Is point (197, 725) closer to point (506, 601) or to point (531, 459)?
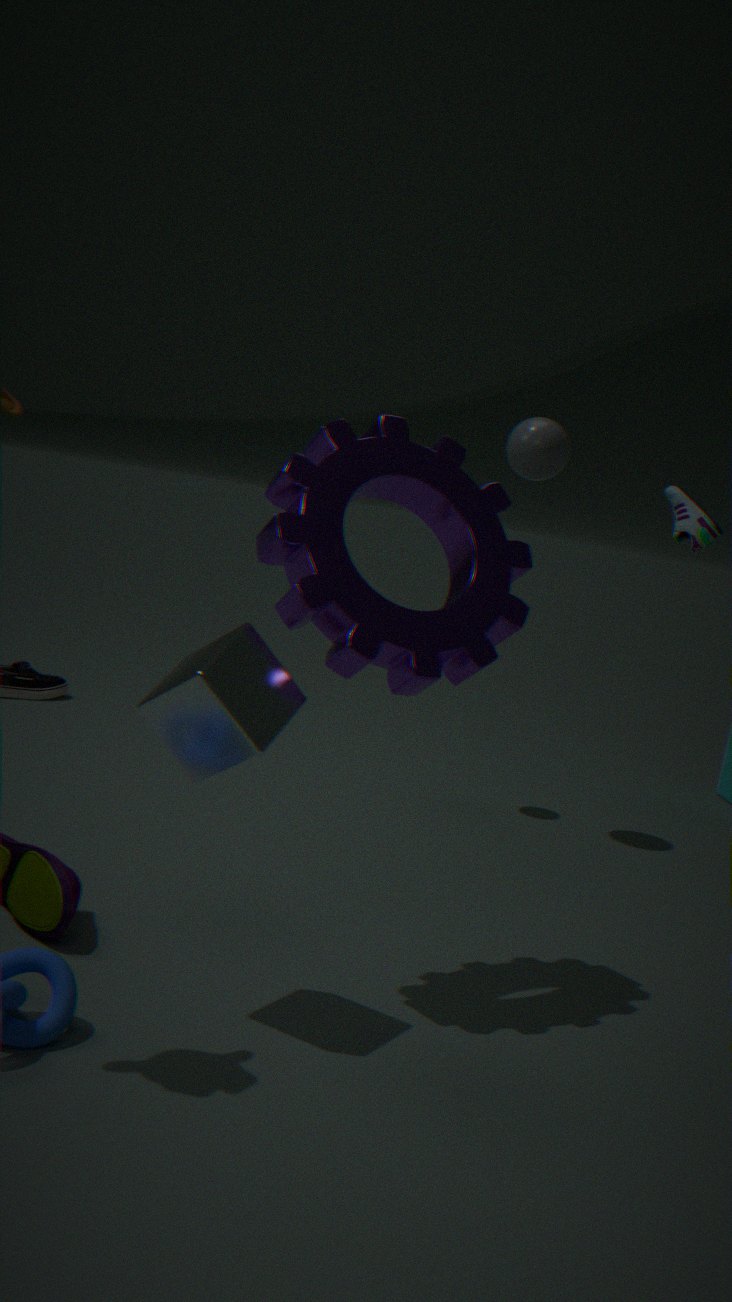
point (506, 601)
